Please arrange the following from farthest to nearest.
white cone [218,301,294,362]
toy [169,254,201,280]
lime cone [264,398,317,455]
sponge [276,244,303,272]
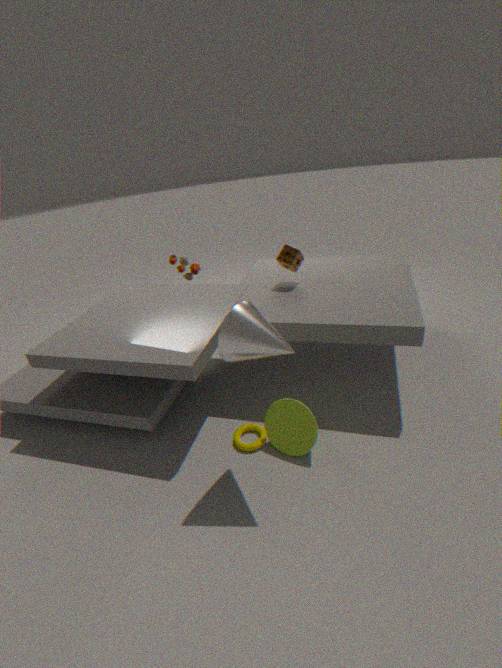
toy [169,254,201,280]
sponge [276,244,303,272]
lime cone [264,398,317,455]
white cone [218,301,294,362]
